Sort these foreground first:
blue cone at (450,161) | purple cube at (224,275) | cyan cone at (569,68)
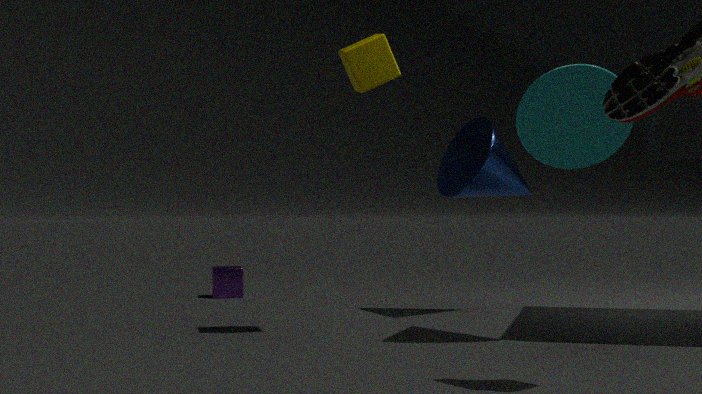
cyan cone at (569,68)
blue cone at (450,161)
purple cube at (224,275)
